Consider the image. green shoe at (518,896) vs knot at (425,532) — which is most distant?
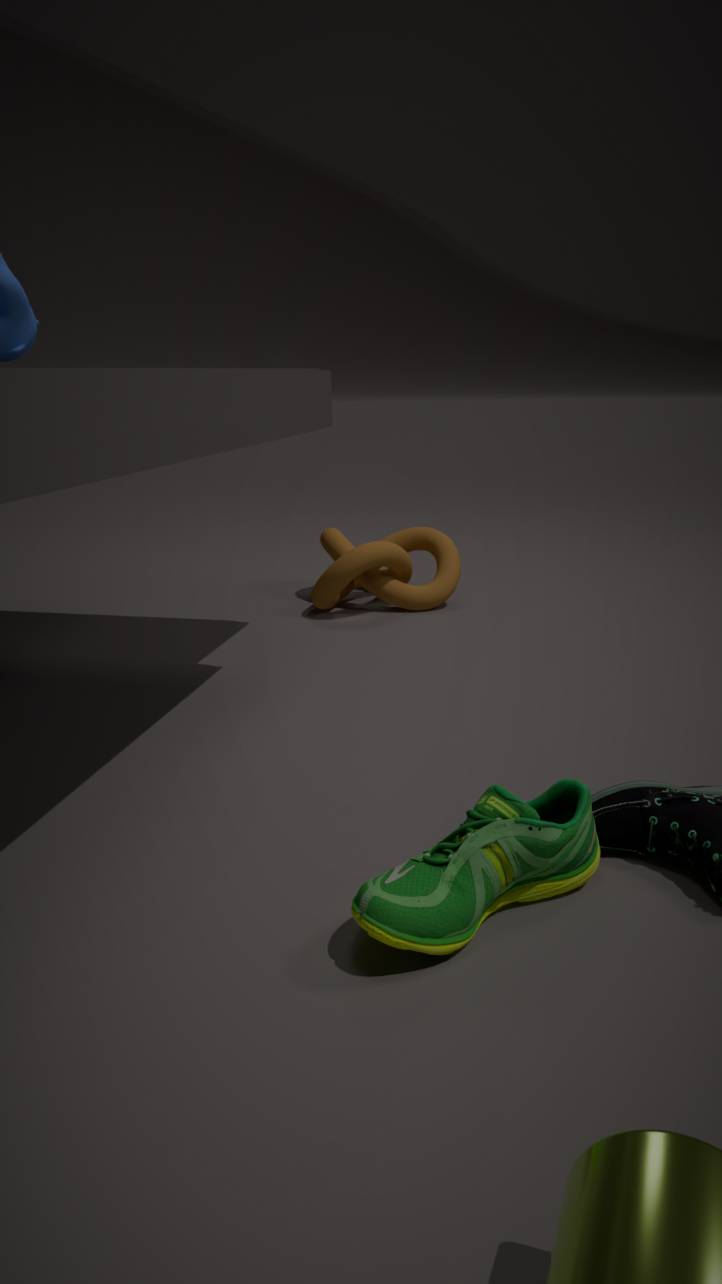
knot at (425,532)
